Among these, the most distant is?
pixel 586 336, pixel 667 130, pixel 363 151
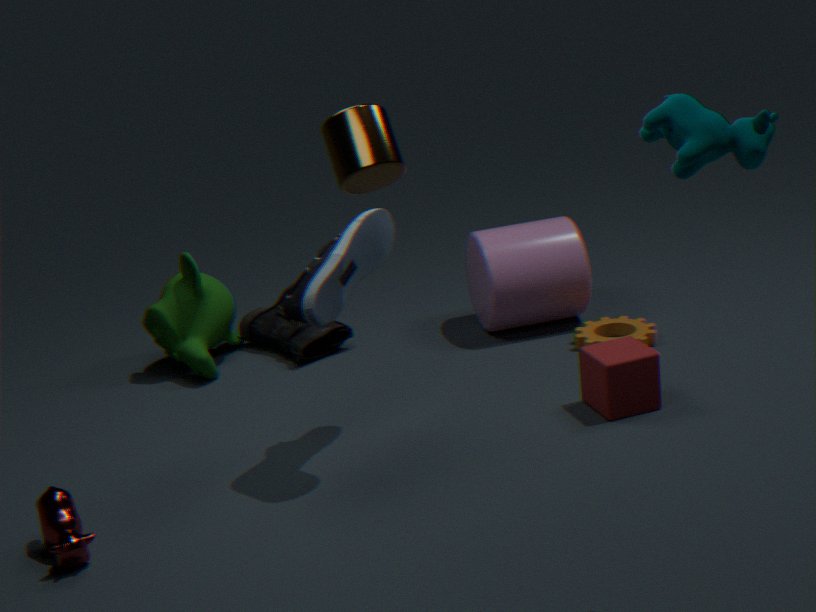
pixel 586 336
